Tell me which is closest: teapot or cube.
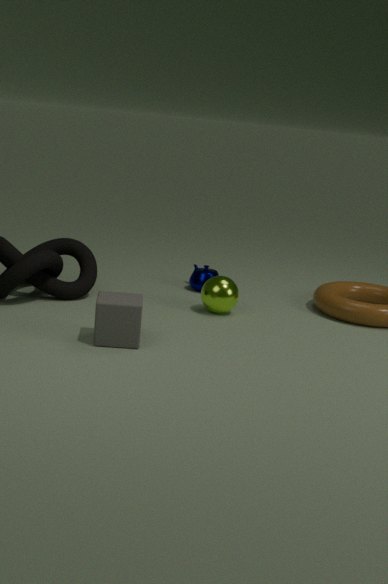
cube
